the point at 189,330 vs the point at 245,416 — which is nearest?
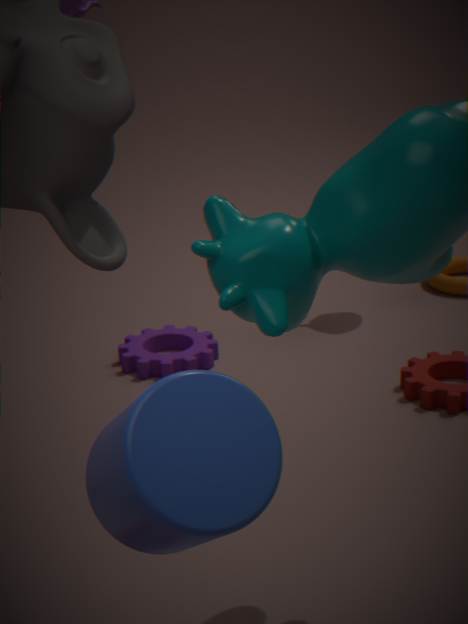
the point at 245,416
